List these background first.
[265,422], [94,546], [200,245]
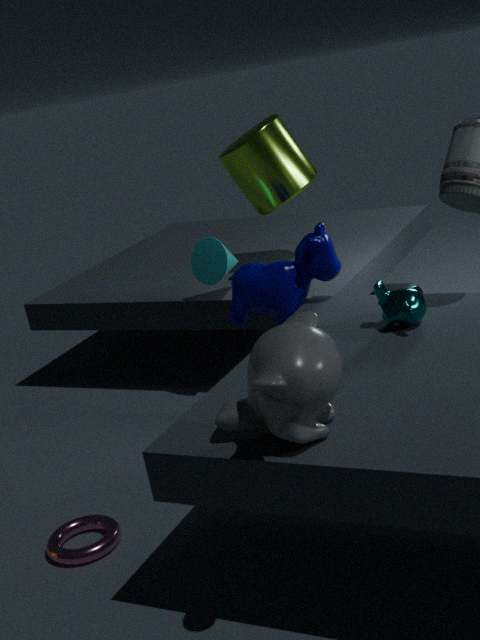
1. [200,245]
2. [94,546]
3. [265,422]
